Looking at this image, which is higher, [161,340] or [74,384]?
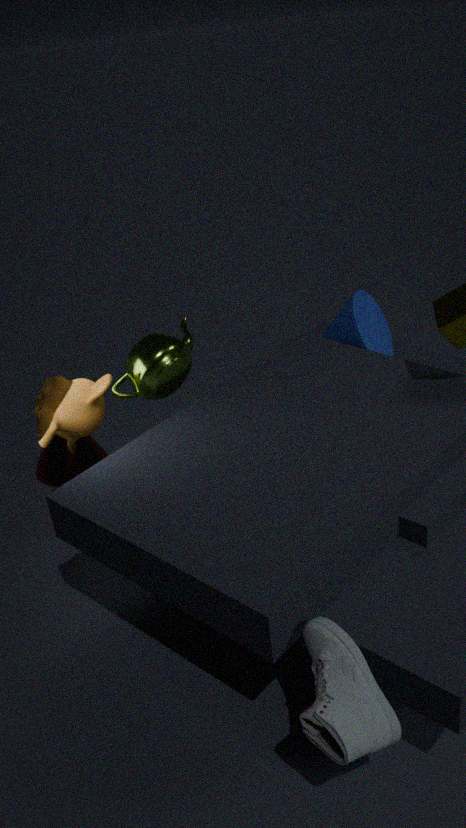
[161,340]
